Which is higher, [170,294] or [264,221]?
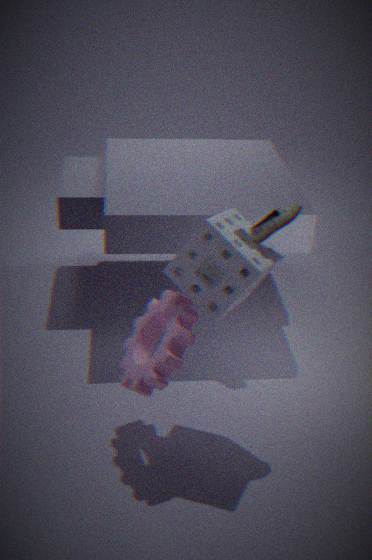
[264,221]
